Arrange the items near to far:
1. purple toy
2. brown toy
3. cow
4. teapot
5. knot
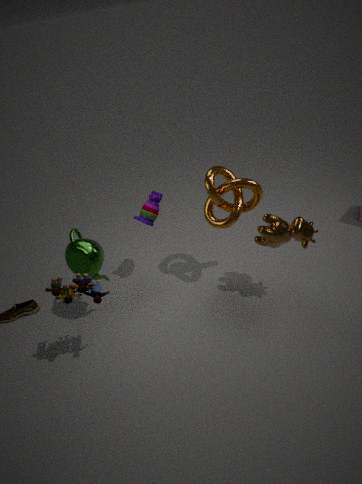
1. brown toy
2. cow
3. teapot
4. knot
5. purple toy
